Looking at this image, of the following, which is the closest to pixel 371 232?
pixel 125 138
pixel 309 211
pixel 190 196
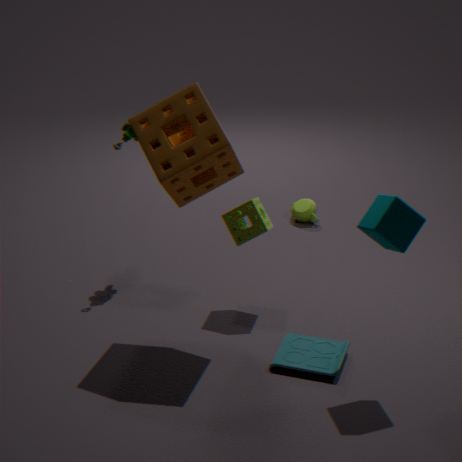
pixel 190 196
